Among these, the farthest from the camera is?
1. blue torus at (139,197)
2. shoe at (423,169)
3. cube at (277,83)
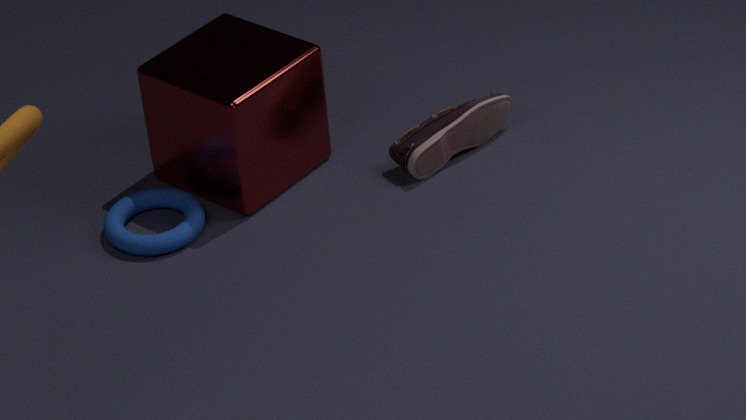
shoe at (423,169)
